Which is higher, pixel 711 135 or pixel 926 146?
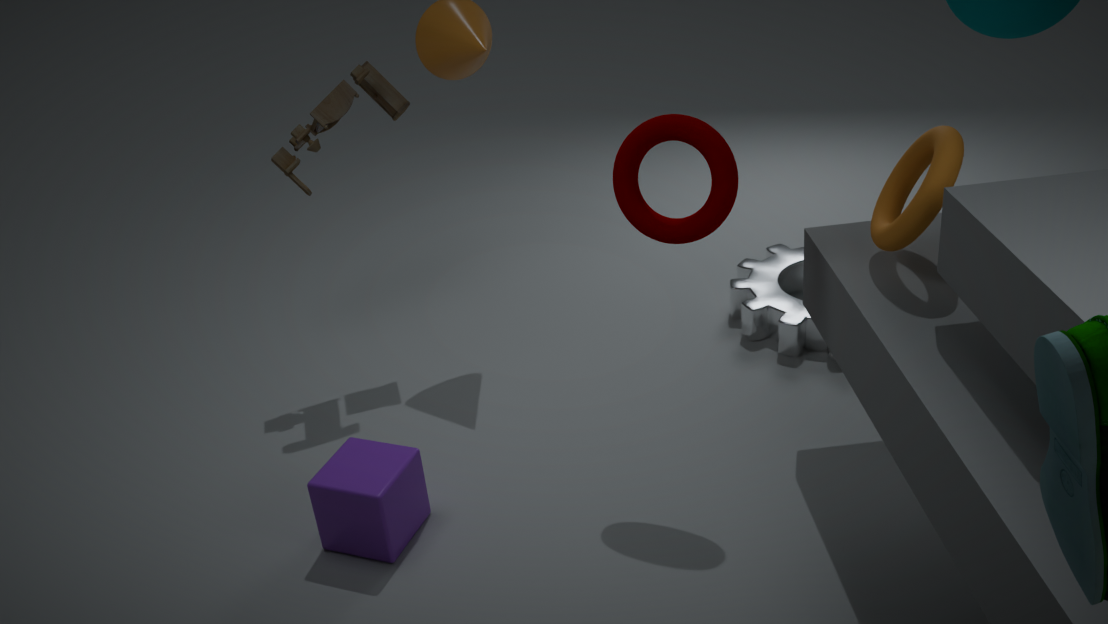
pixel 711 135
